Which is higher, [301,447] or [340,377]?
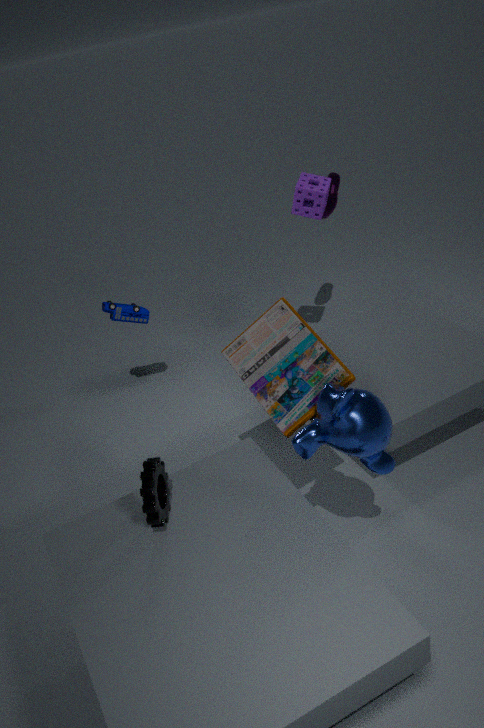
[340,377]
